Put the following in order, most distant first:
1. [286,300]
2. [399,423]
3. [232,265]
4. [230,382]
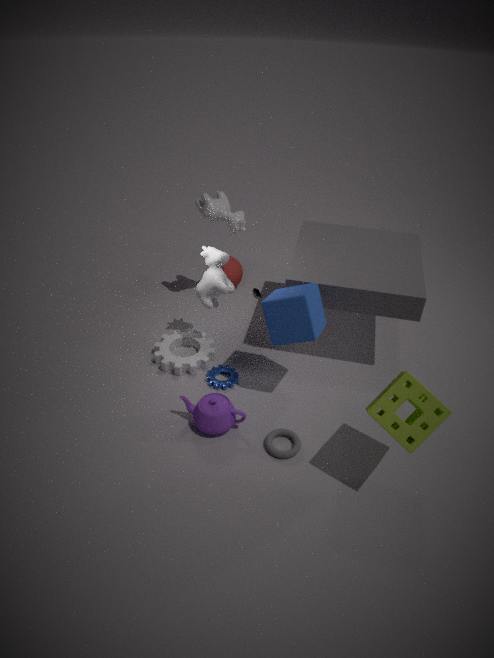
[232,265], [230,382], [286,300], [399,423]
